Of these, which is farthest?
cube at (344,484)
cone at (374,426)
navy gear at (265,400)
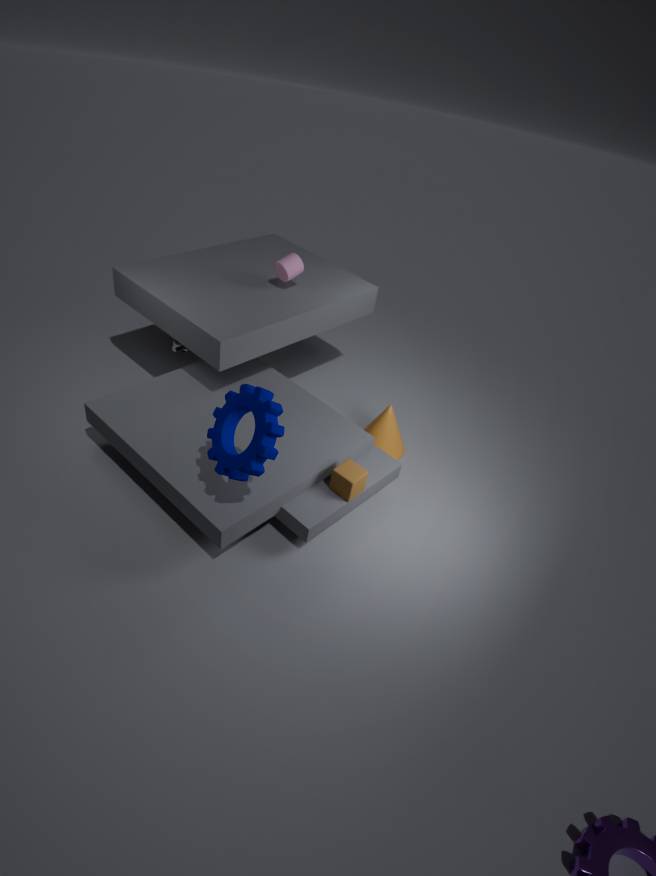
cone at (374,426)
